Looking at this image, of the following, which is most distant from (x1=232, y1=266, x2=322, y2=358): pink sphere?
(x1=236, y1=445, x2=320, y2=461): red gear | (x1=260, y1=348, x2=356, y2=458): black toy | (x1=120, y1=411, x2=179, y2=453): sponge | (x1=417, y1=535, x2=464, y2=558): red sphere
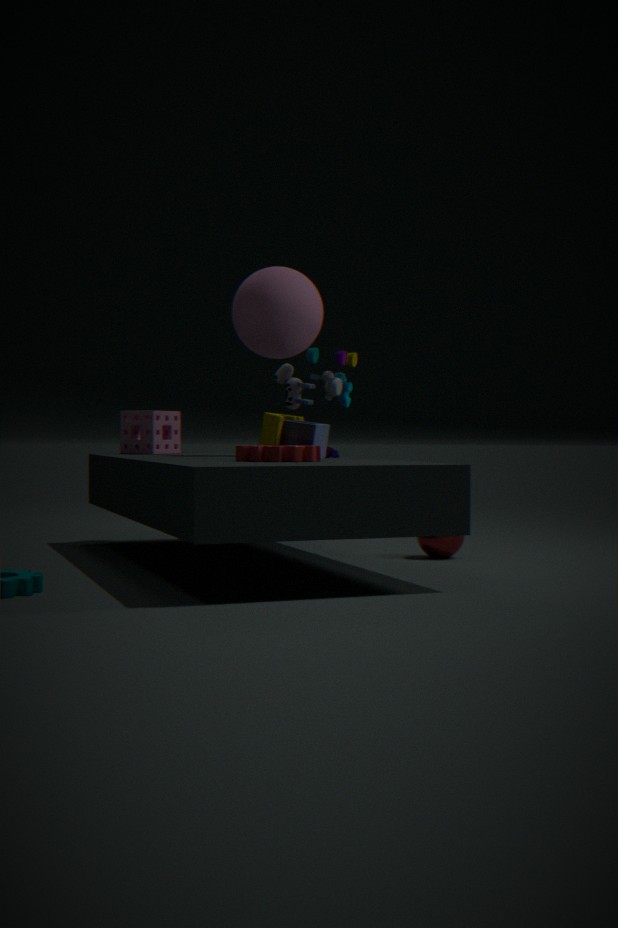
(x1=417, y1=535, x2=464, y2=558): red sphere
